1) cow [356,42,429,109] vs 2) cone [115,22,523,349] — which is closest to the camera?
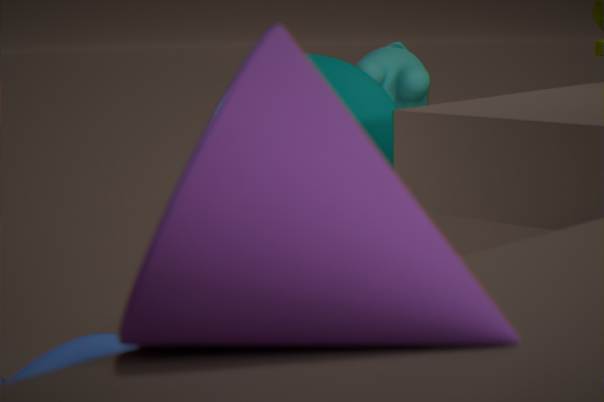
2. cone [115,22,523,349]
